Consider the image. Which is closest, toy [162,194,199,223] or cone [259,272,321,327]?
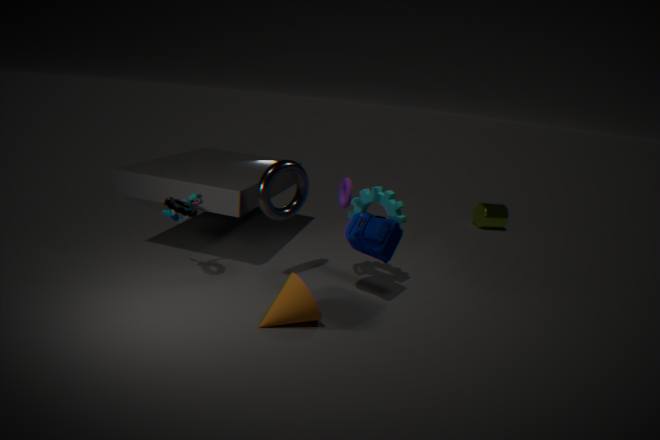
cone [259,272,321,327]
